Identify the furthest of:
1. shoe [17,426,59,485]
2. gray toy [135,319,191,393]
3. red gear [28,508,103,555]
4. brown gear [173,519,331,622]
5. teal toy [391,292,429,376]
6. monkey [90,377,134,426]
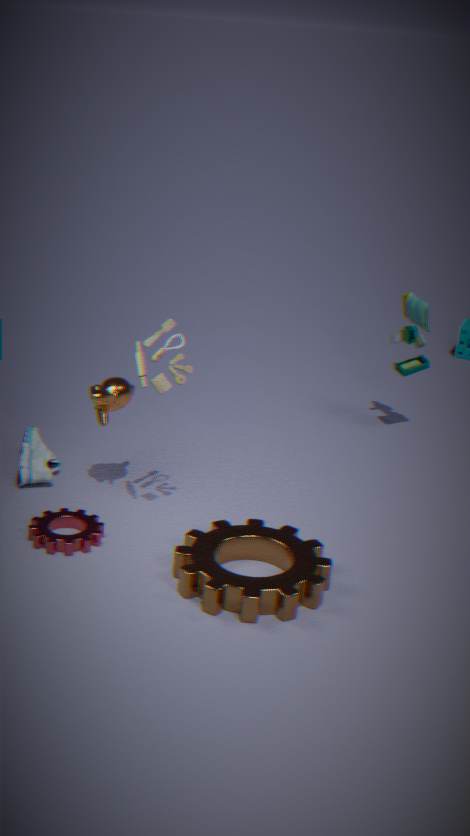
teal toy [391,292,429,376]
